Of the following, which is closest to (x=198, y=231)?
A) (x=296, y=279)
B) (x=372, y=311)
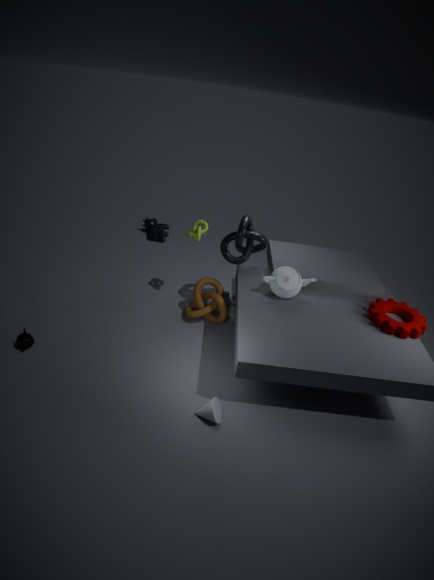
(x=296, y=279)
